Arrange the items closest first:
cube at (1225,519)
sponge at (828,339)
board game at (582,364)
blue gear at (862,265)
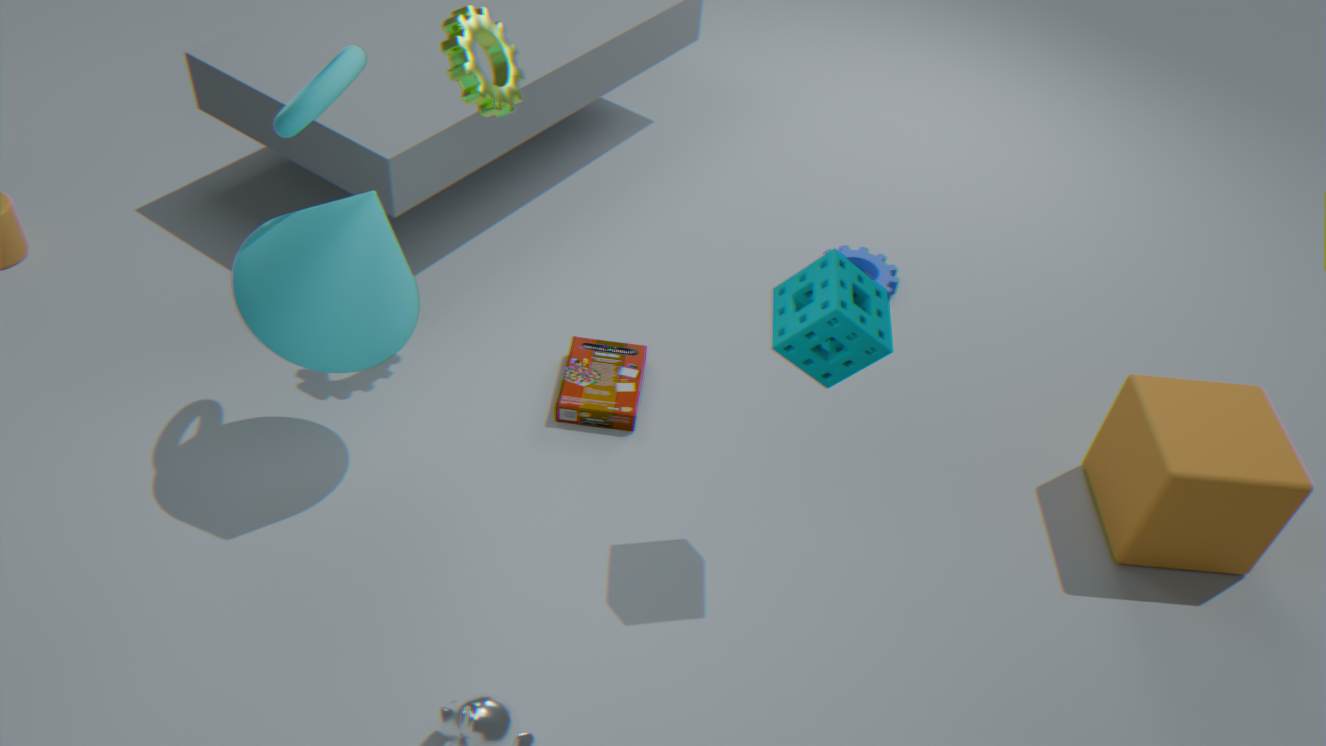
sponge at (828,339)
cube at (1225,519)
board game at (582,364)
blue gear at (862,265)
